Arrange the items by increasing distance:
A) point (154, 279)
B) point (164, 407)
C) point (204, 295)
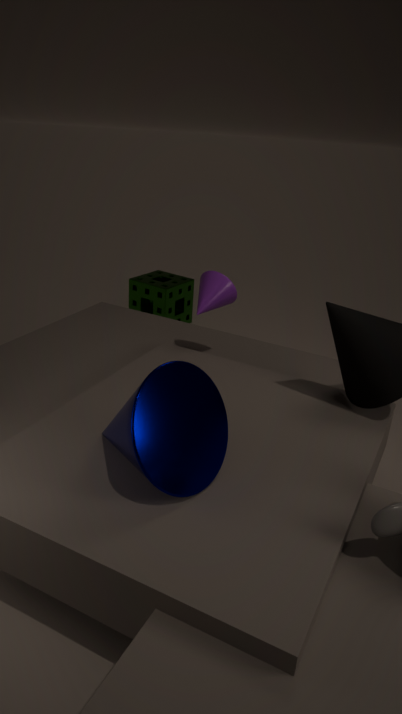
point (164, 407)
point (204, 295)
point (154, 279)
